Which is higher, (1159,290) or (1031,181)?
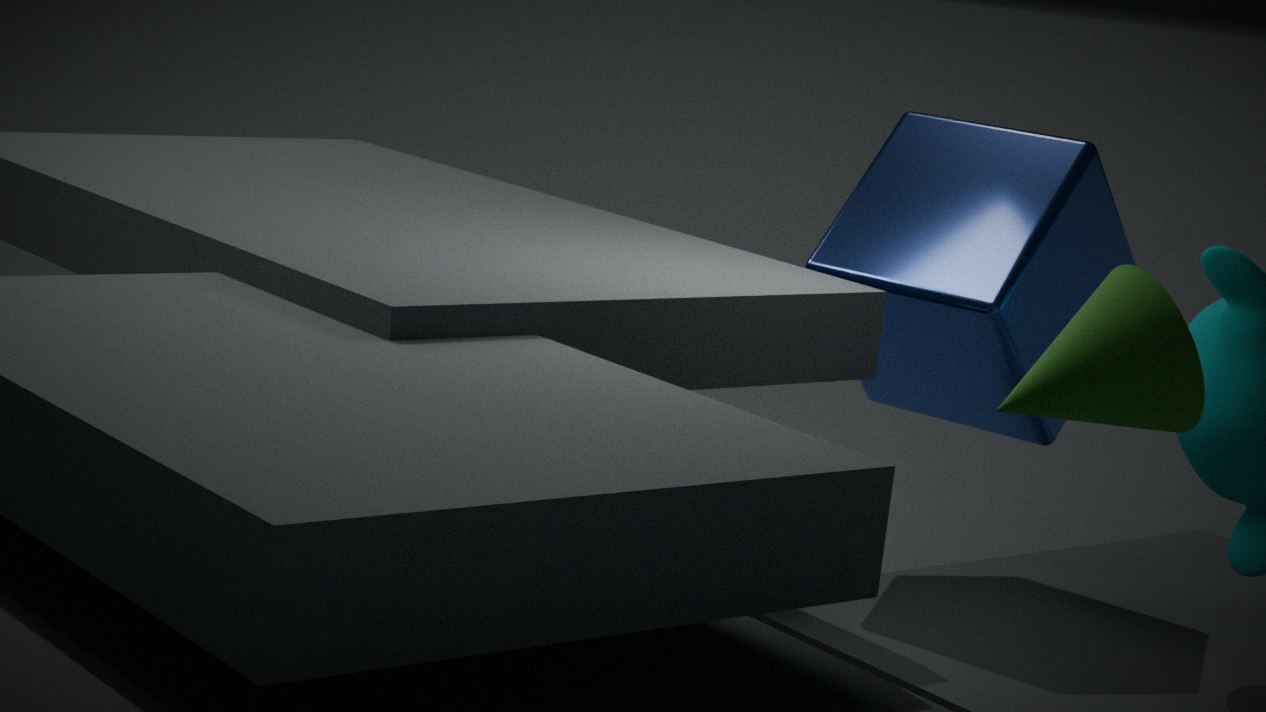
(1159,290)
